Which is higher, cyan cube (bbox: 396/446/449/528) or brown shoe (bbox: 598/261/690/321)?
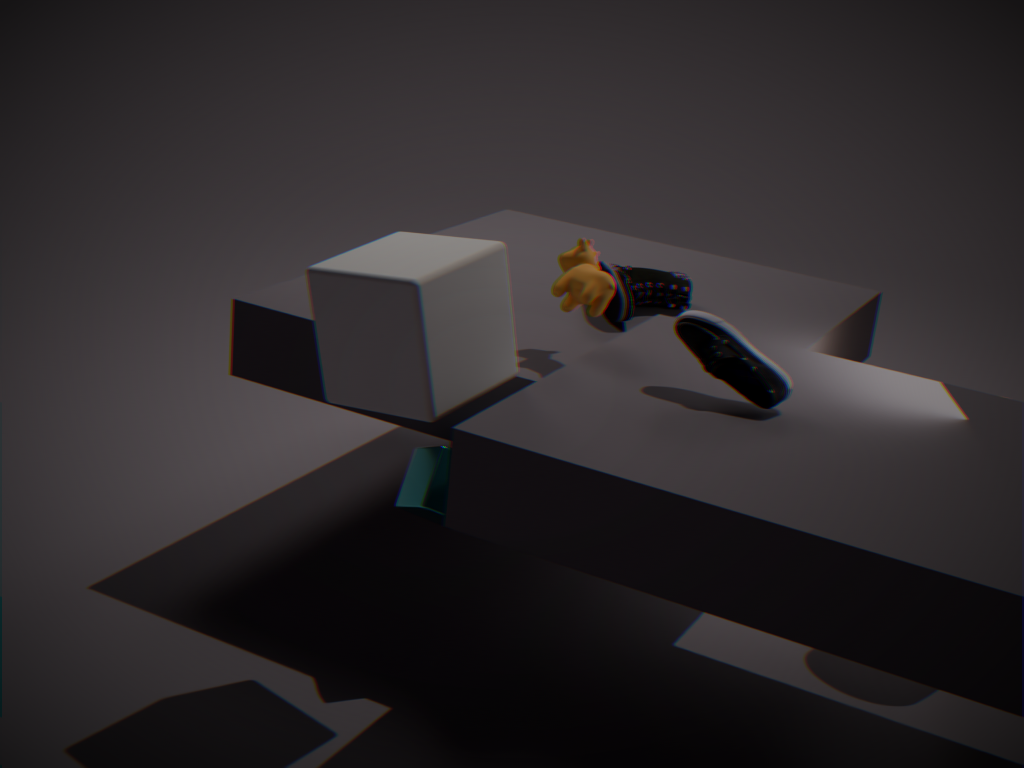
brown shoe (bbox: 598/261/690/321)
